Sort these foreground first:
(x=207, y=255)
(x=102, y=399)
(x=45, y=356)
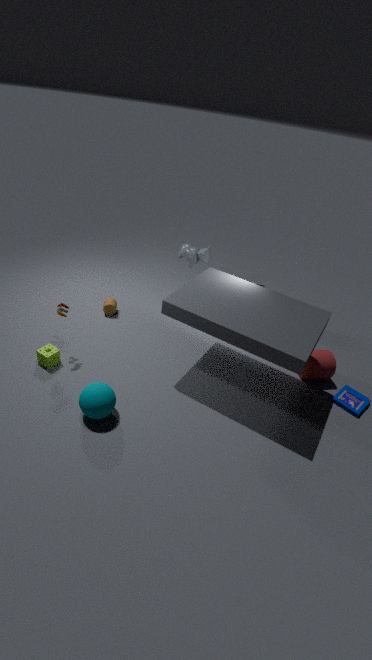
(x=102, y=399) → (x=45, y=356) → (x=207, y=255)
